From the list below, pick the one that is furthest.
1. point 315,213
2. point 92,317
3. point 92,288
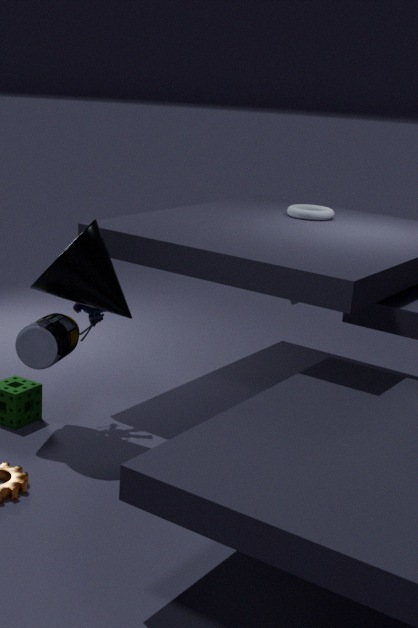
point 315,213
